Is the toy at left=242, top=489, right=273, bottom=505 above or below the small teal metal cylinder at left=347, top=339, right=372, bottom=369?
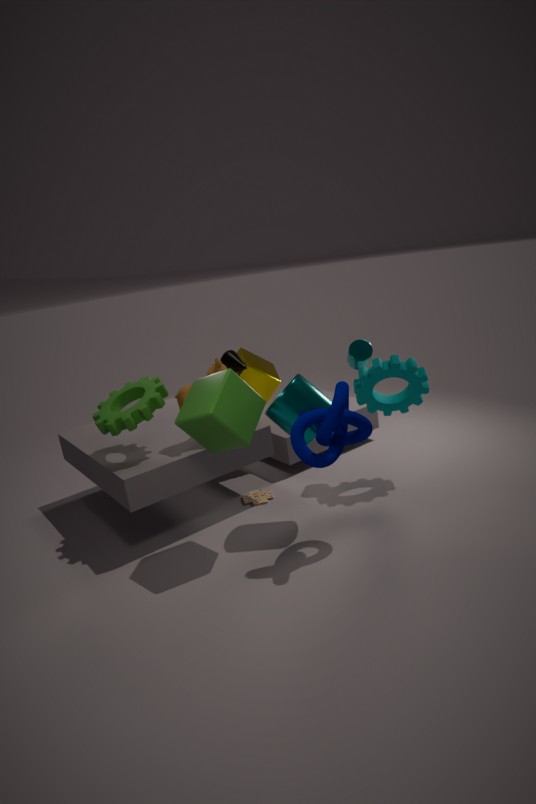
below
